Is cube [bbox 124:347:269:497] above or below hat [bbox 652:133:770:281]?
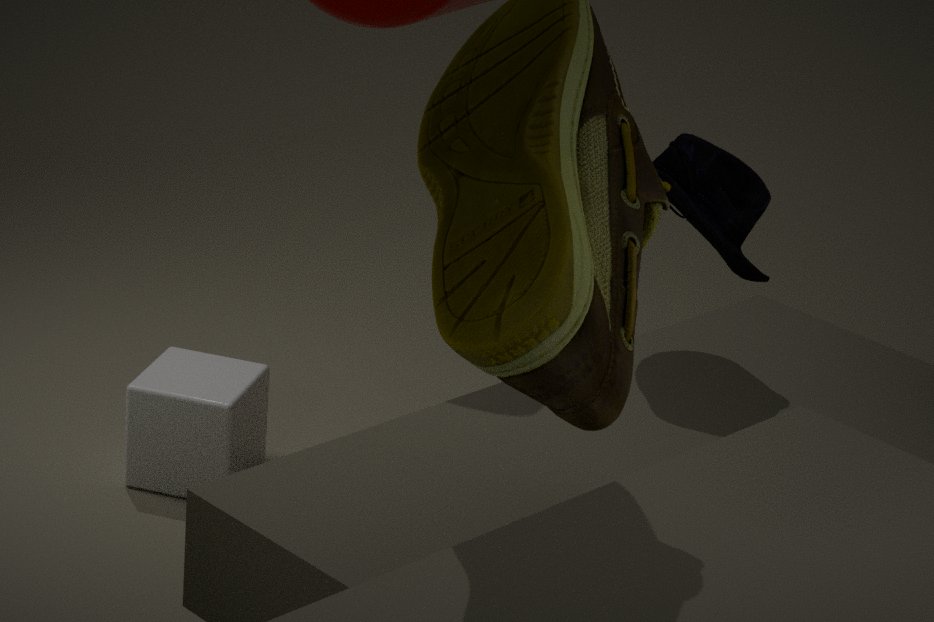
below
